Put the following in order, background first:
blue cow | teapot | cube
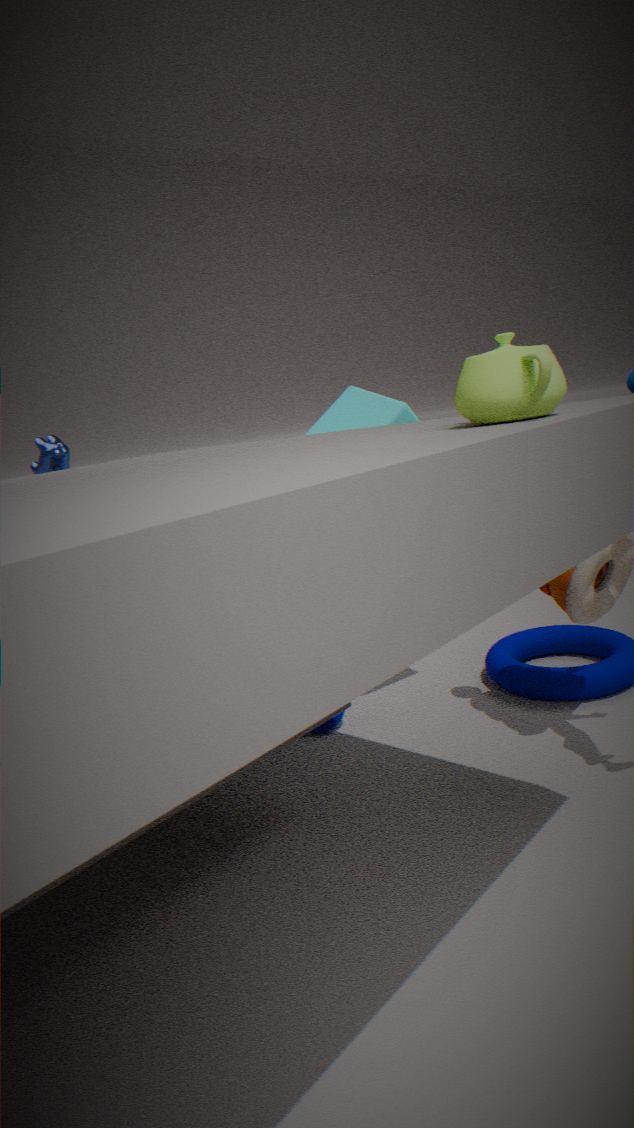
blue cow → cube → teapot
